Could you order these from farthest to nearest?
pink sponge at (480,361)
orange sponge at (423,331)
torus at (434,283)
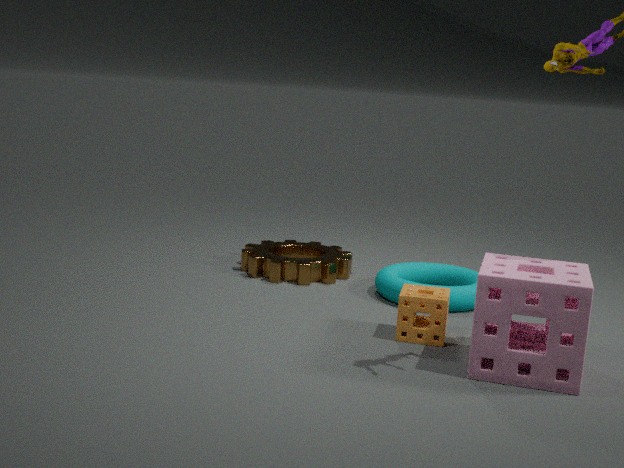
torus at (434,283), orange sponge at (423,331), pink sponge at (480,361)
